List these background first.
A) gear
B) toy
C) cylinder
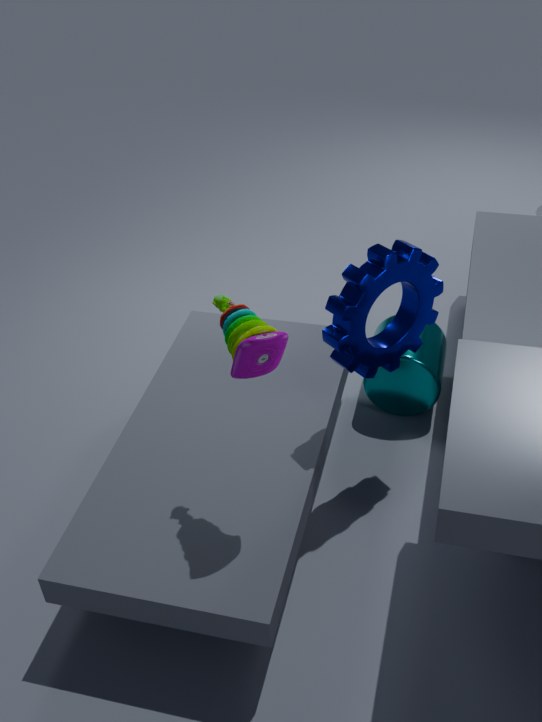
cylinder
gear
toy
